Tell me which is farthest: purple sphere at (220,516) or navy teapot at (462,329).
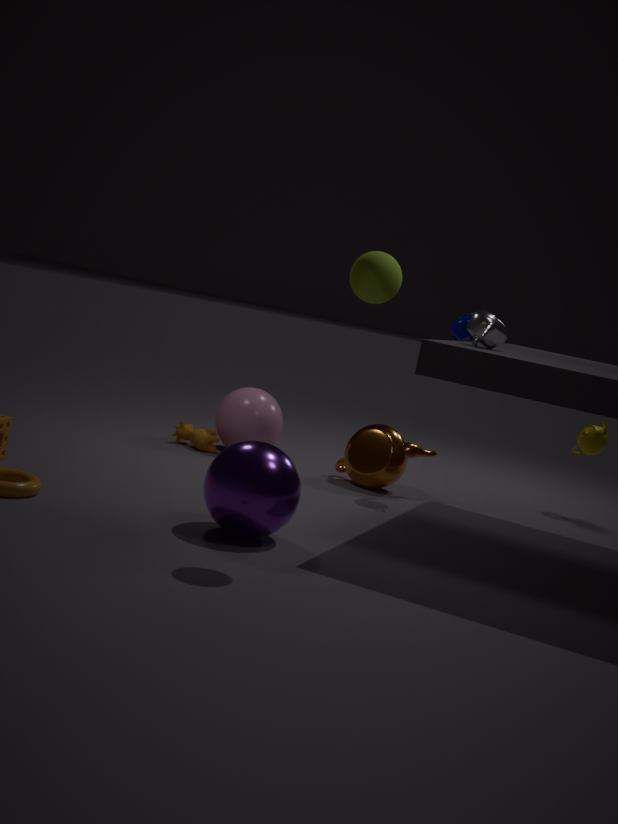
navy teapot at (462,329)
